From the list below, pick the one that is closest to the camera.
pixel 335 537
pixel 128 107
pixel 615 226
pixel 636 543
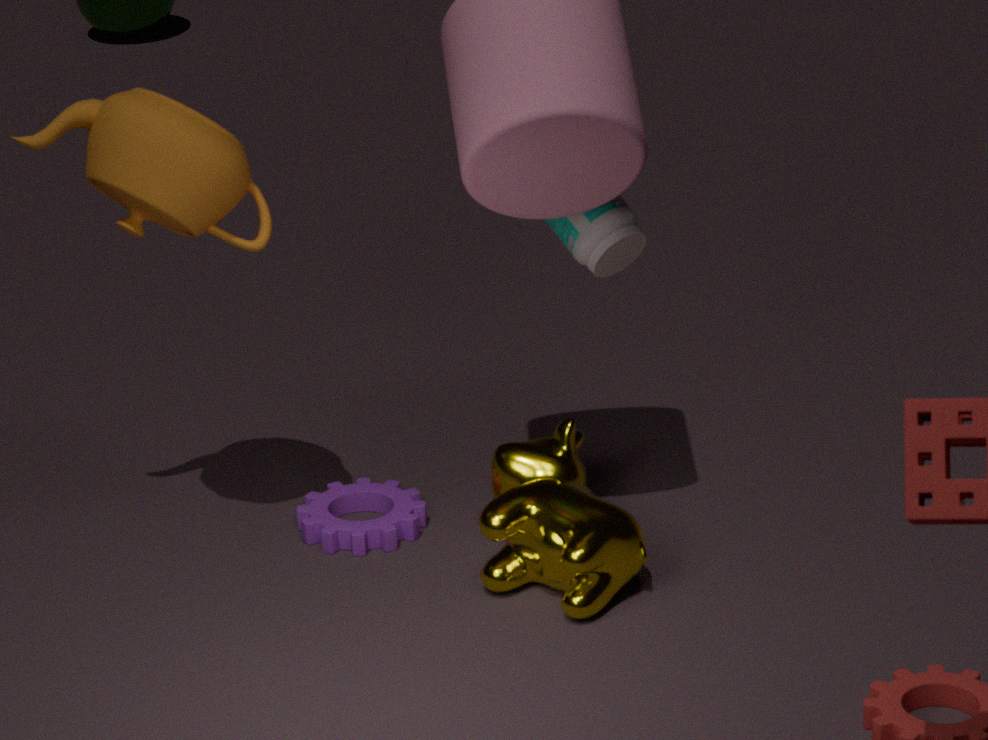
pixel 128 107
